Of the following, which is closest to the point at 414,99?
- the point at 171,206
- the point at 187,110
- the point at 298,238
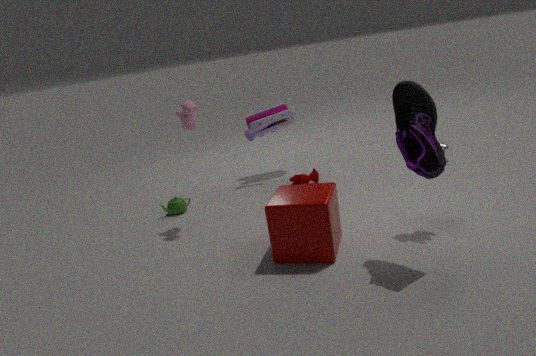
the point at 298,238
